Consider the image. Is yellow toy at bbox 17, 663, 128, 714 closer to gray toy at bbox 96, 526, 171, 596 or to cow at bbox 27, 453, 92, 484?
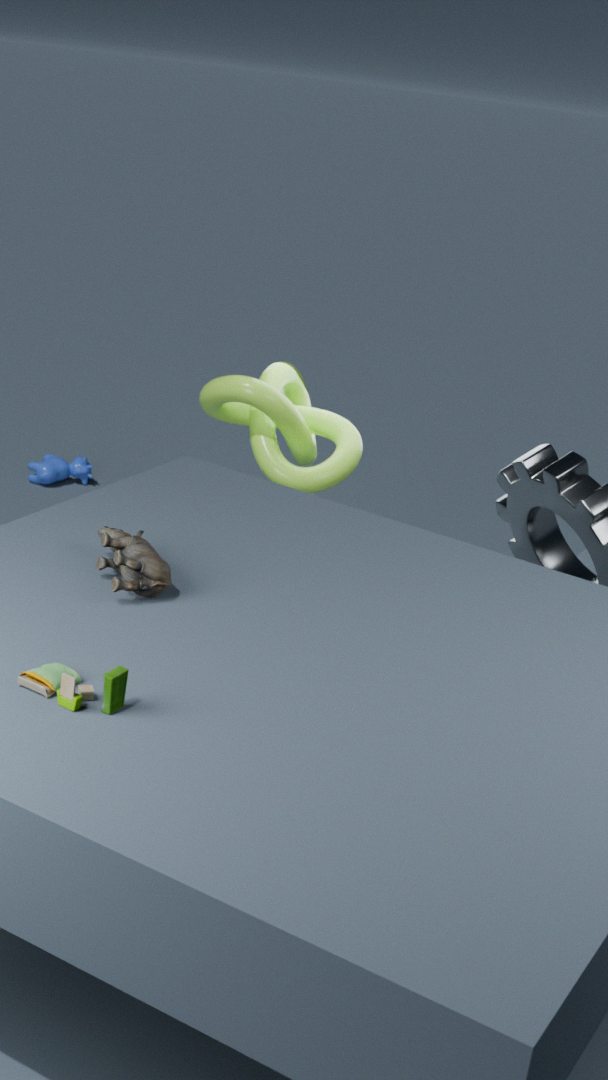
gray toy at bbox 96, 526, 171, 596
